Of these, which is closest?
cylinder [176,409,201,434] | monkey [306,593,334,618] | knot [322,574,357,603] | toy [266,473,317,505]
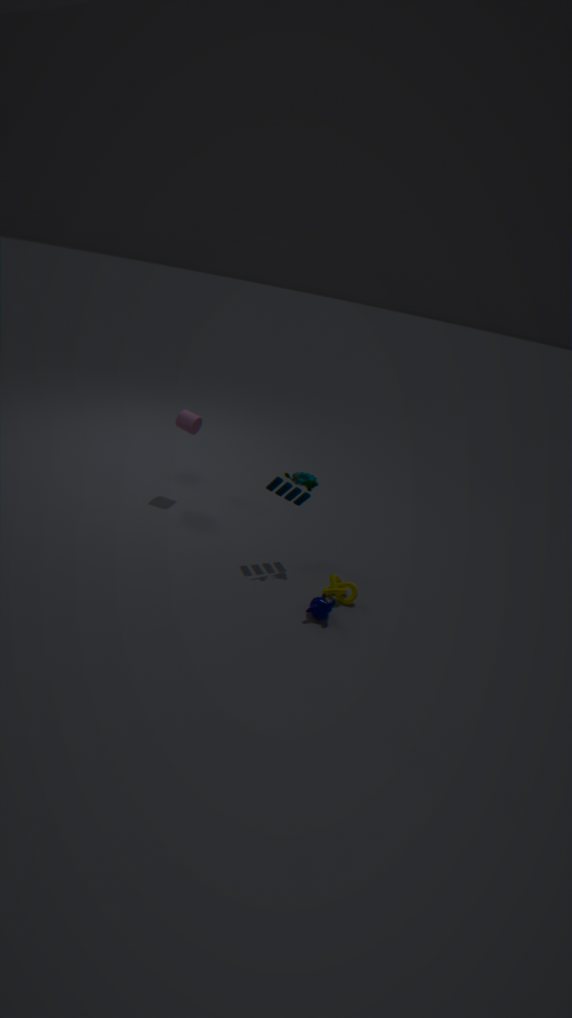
monkey [306,593,334,618]
